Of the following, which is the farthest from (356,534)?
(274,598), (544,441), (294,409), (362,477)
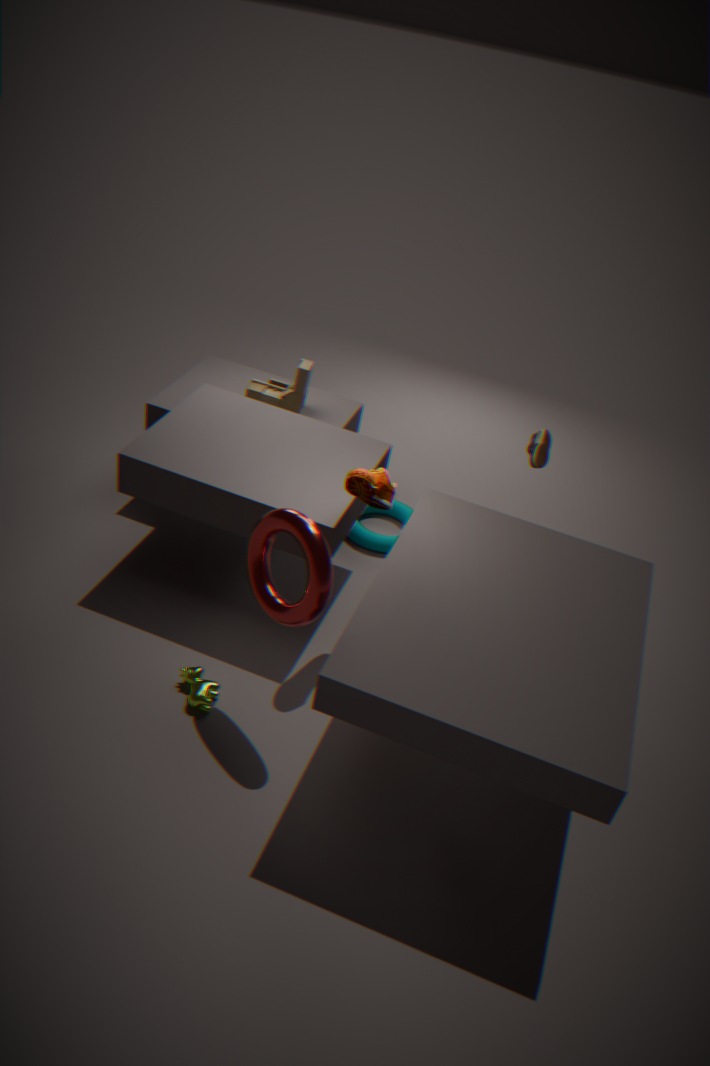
(274,598)
